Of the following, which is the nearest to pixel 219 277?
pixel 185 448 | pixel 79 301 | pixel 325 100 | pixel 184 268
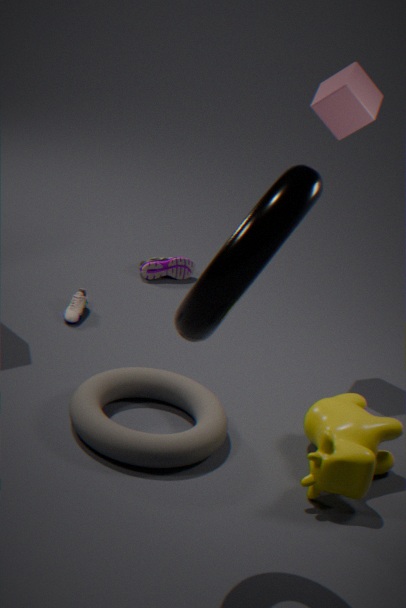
pixel 185 448
